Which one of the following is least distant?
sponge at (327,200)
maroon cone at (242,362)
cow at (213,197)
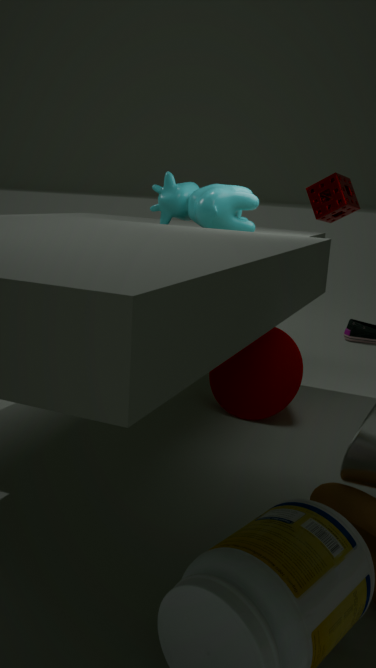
cow at (213,197)
